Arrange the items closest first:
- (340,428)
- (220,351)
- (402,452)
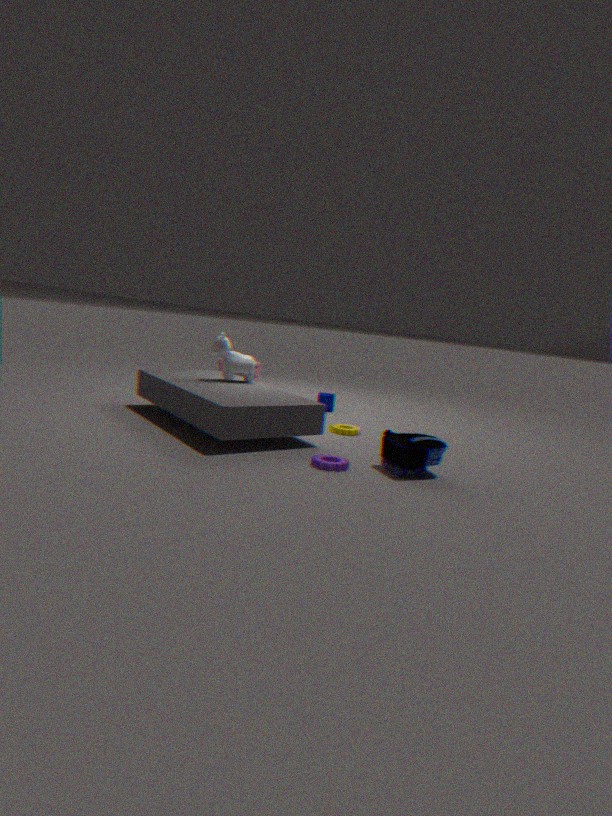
(402,452) < (220,351) < (340,428)
